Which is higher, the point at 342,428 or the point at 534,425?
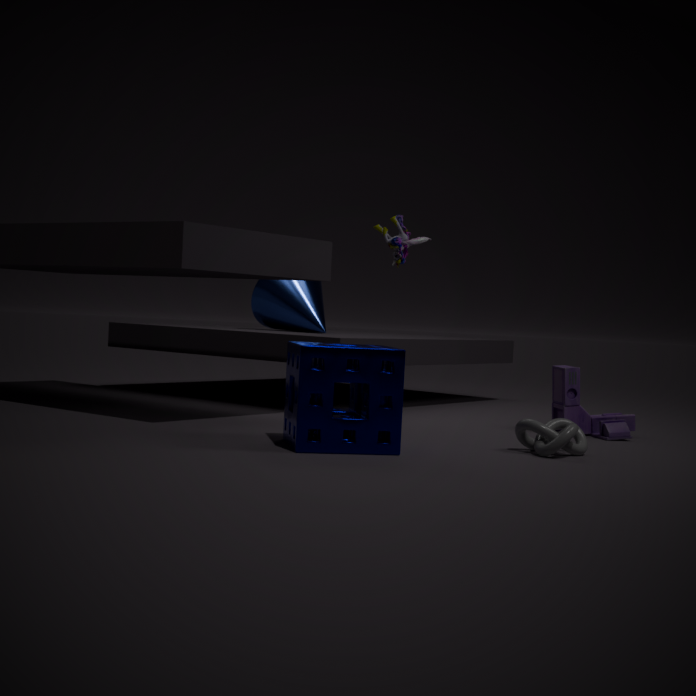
the point at 342,428
